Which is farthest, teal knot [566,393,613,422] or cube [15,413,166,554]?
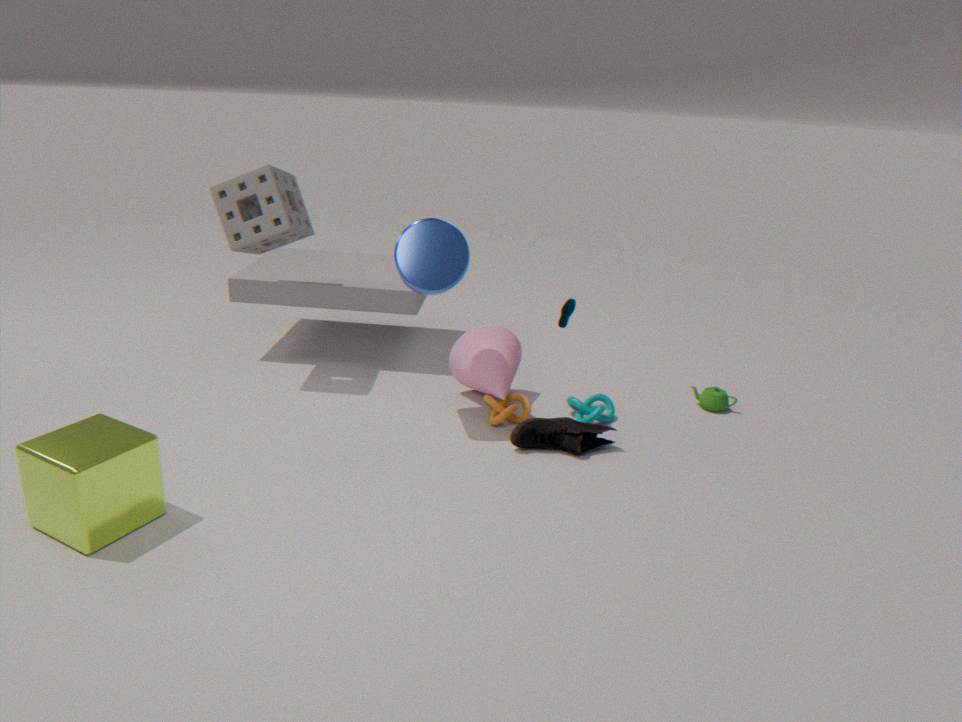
teal knot [566,393,613,422]
